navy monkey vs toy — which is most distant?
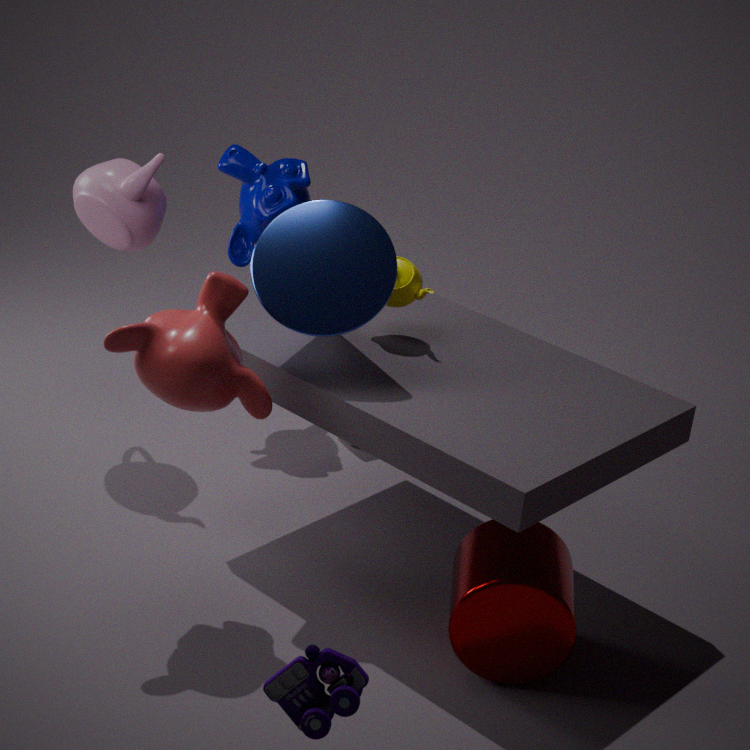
navy monkey
